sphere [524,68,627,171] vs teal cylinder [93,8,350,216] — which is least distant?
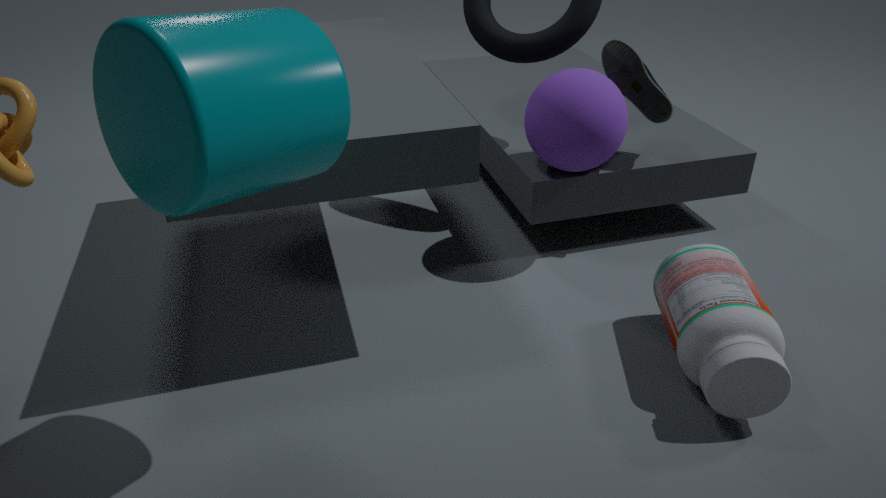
teal cylinder [93,8,350,216]
